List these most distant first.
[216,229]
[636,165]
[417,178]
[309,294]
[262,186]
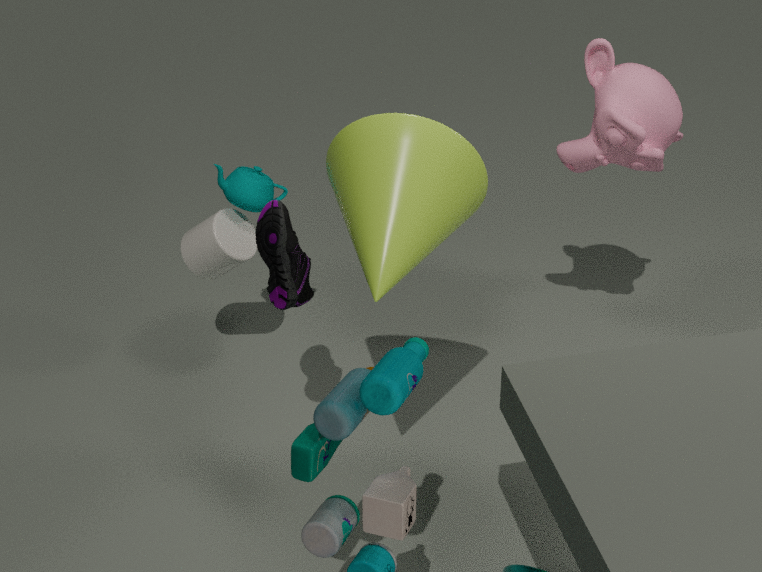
[262,186] < [216,229] < [636,165] < [309,294] < [417,178]
